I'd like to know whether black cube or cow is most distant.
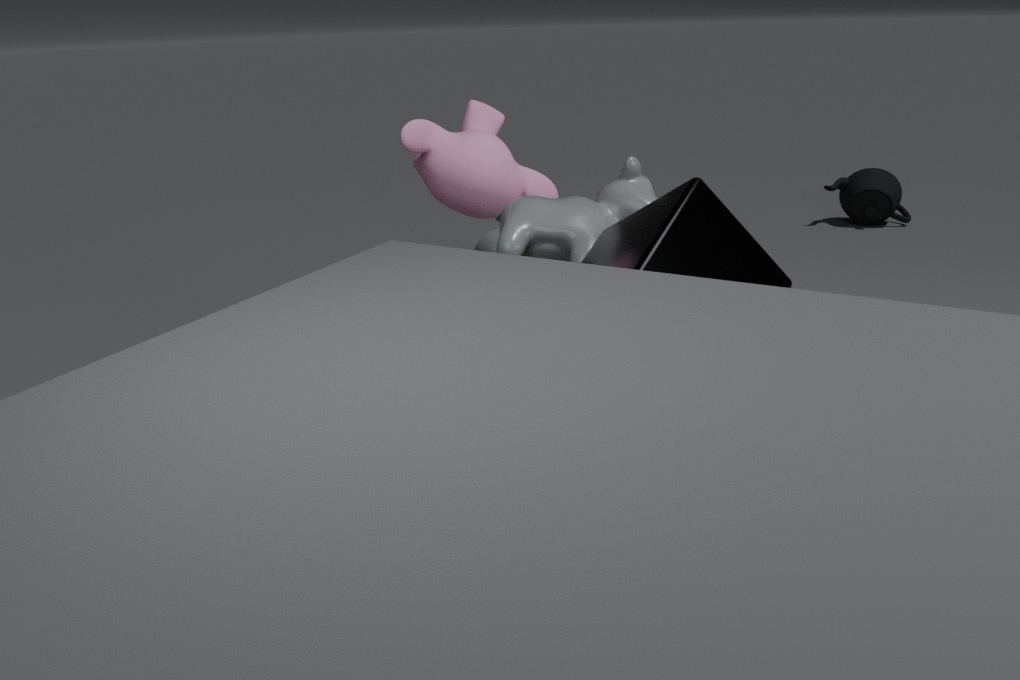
cow
